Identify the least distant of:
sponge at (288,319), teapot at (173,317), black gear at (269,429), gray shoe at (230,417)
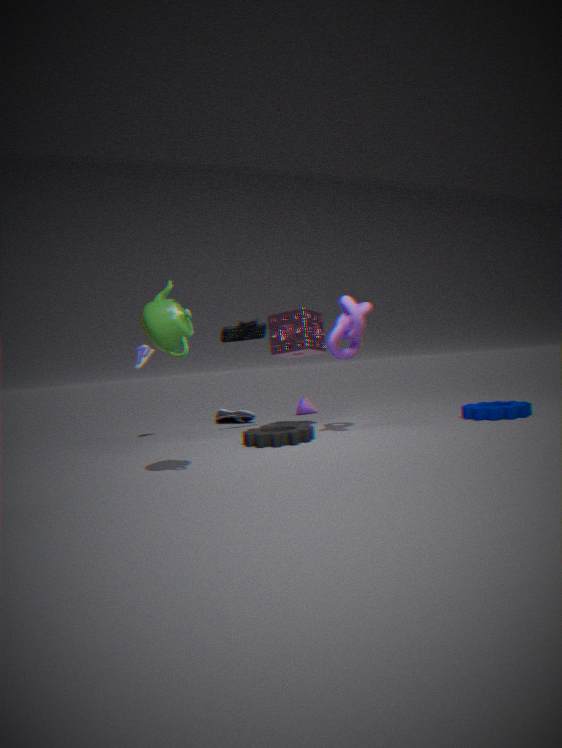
teapot at (173,317)
